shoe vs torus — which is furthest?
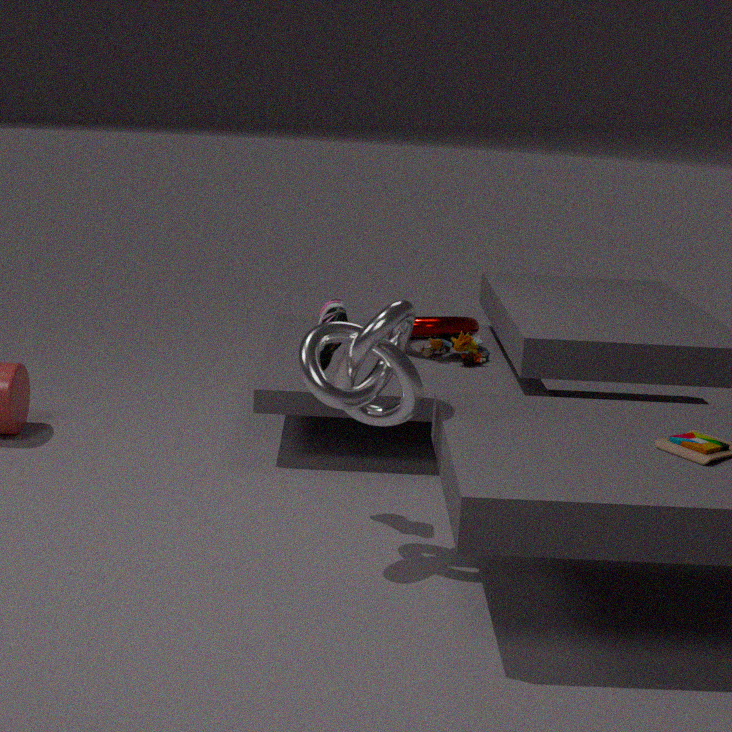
torus
